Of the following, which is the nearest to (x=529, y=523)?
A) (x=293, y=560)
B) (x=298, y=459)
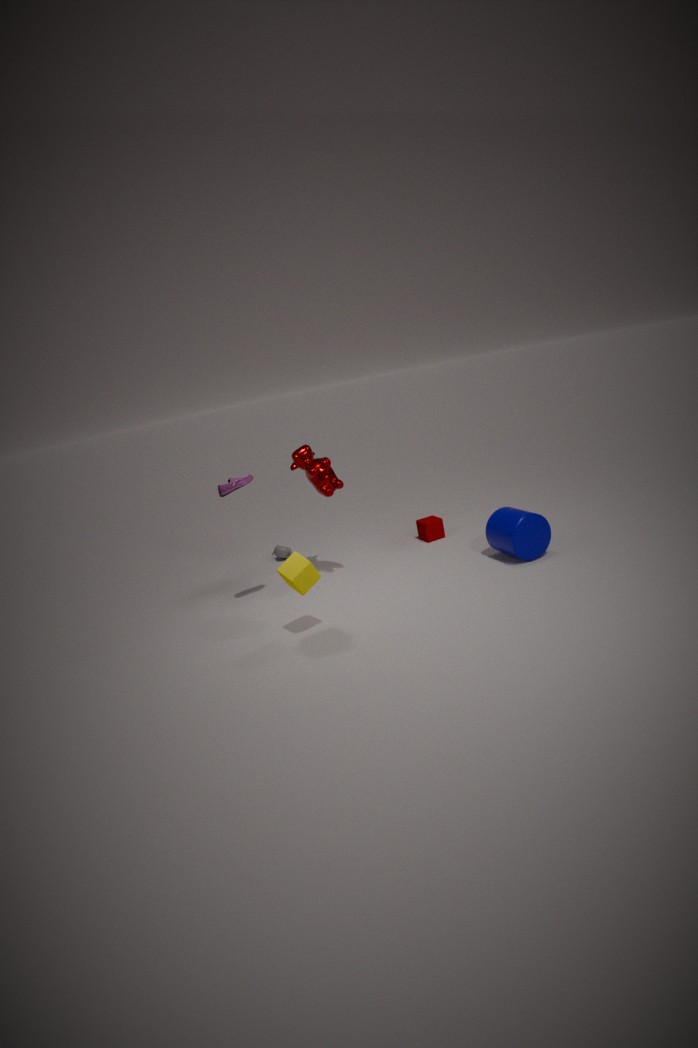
(x=298, y=459)
